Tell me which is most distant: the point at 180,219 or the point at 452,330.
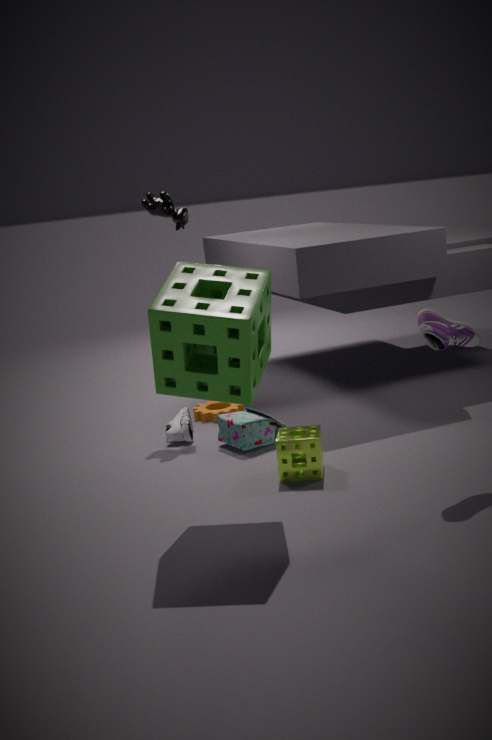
the point at 180,219
